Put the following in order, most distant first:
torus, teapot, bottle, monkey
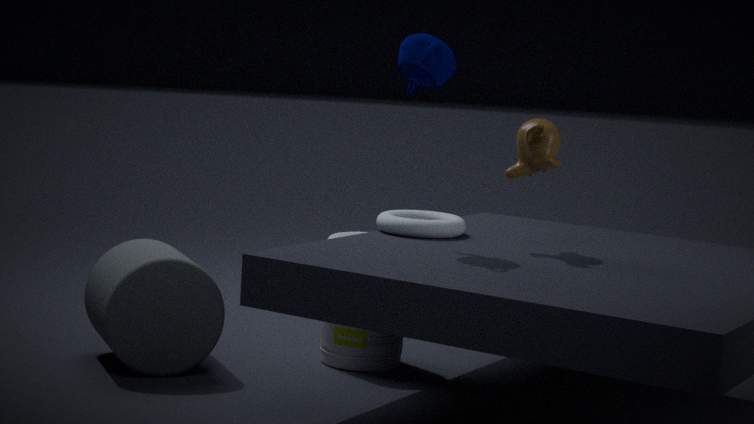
bottle < torus < monkey < teapot
